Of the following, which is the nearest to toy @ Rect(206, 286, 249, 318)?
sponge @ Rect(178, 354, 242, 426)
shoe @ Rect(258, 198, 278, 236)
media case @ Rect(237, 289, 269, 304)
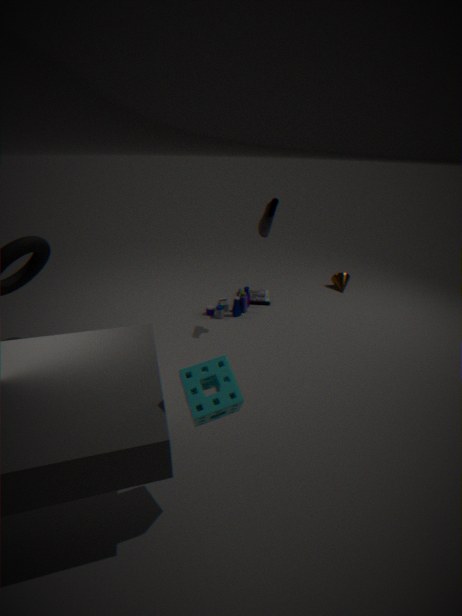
media case @ Rect(237, 289, 269, 304)
